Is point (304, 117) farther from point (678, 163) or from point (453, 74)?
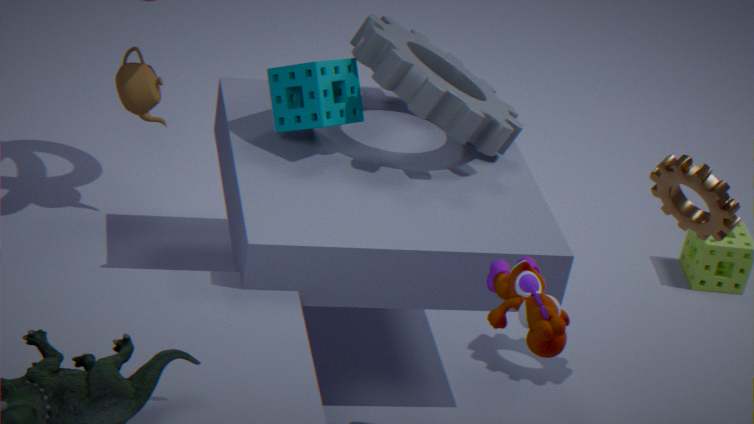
point (678, 163)
